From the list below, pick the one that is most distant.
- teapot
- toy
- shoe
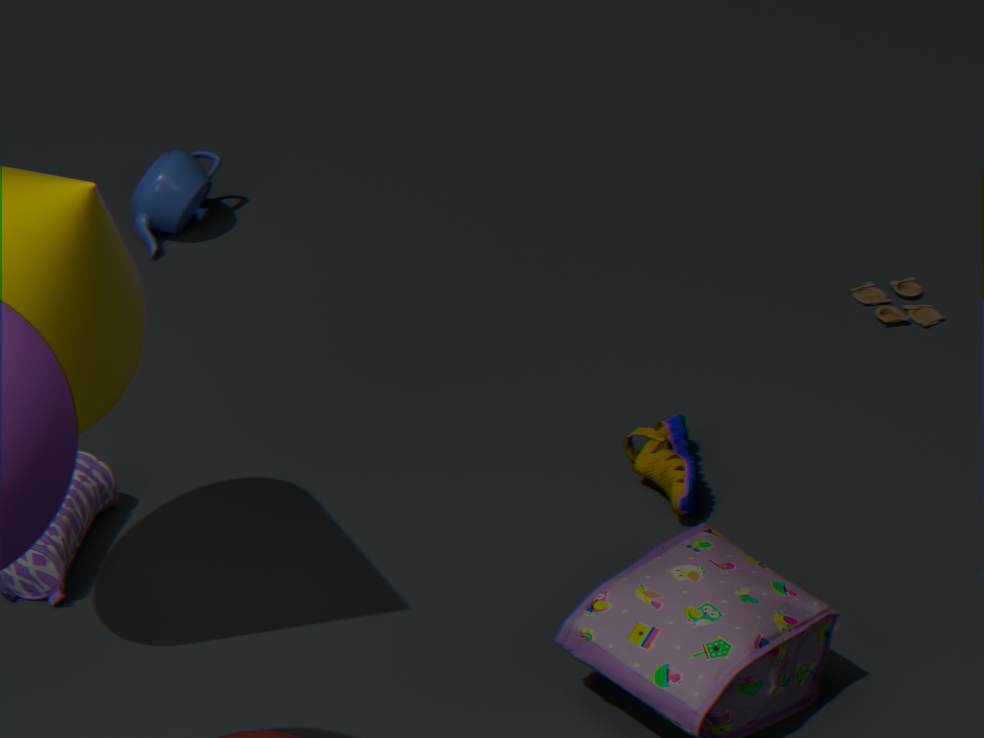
toy
